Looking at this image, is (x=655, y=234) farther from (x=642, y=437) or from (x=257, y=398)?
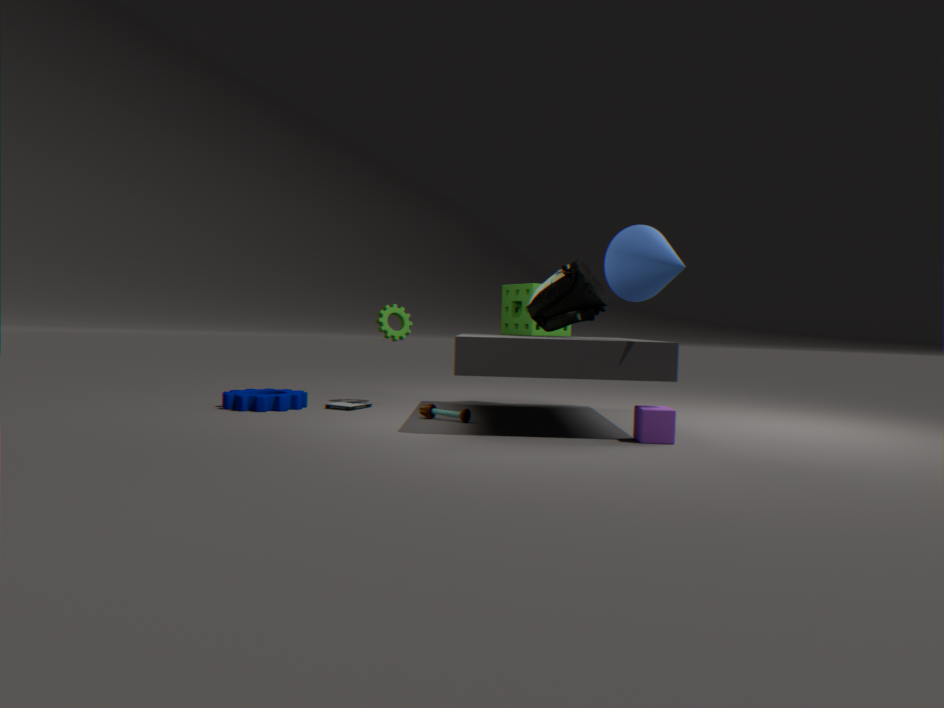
(x=257, y=398)
